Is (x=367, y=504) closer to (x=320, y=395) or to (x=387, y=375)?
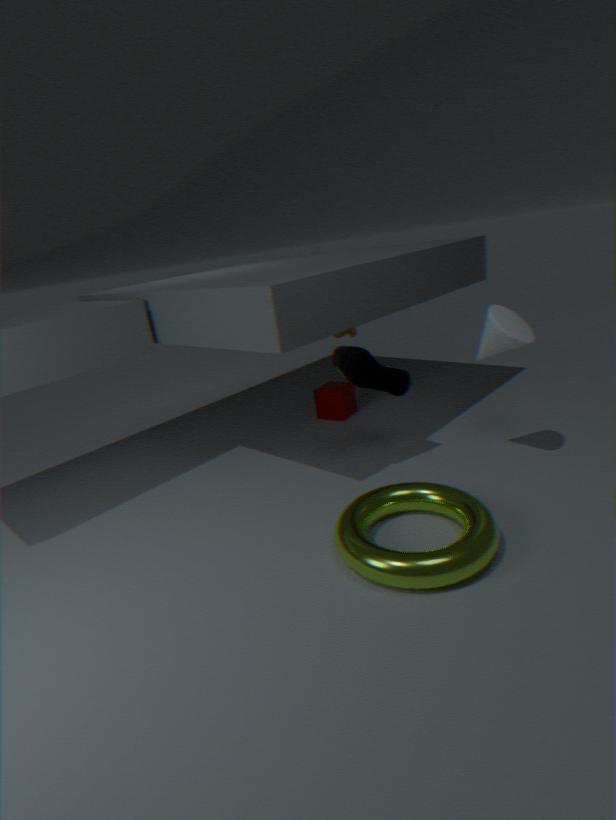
(x=387, y=375)
